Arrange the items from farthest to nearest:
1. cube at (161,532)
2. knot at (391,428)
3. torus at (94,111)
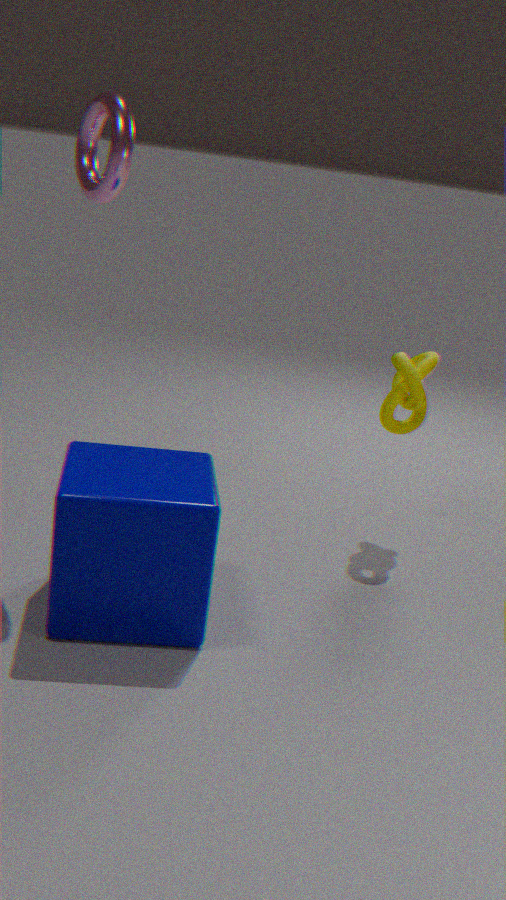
knot at (391,428), torus at (94,111), cube at (161,532)
